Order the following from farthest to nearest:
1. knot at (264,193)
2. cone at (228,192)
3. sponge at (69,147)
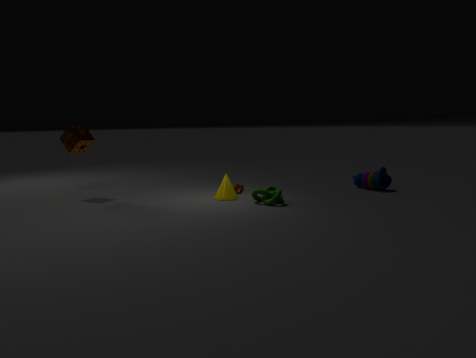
sponge at (69,147), cone at (228,192), knot at (264,193)
